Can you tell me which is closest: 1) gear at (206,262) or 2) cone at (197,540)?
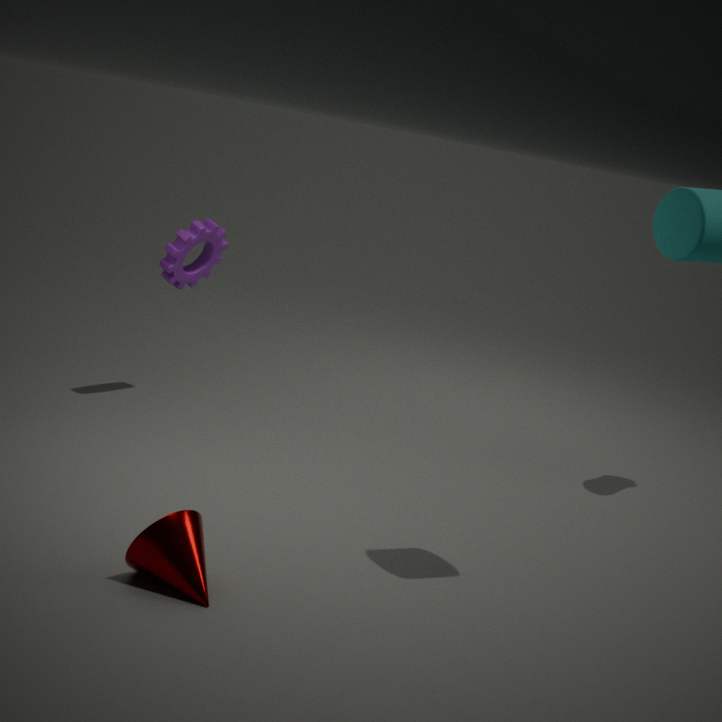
2. cone at (197,540)
